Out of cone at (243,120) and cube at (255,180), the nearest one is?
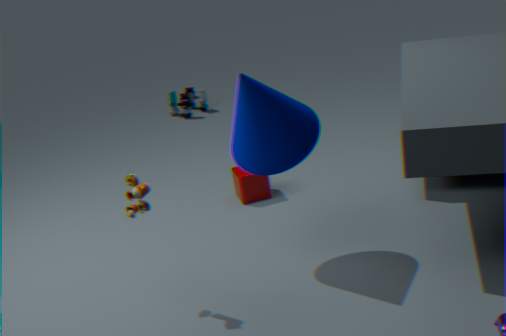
cone at (243,120)
